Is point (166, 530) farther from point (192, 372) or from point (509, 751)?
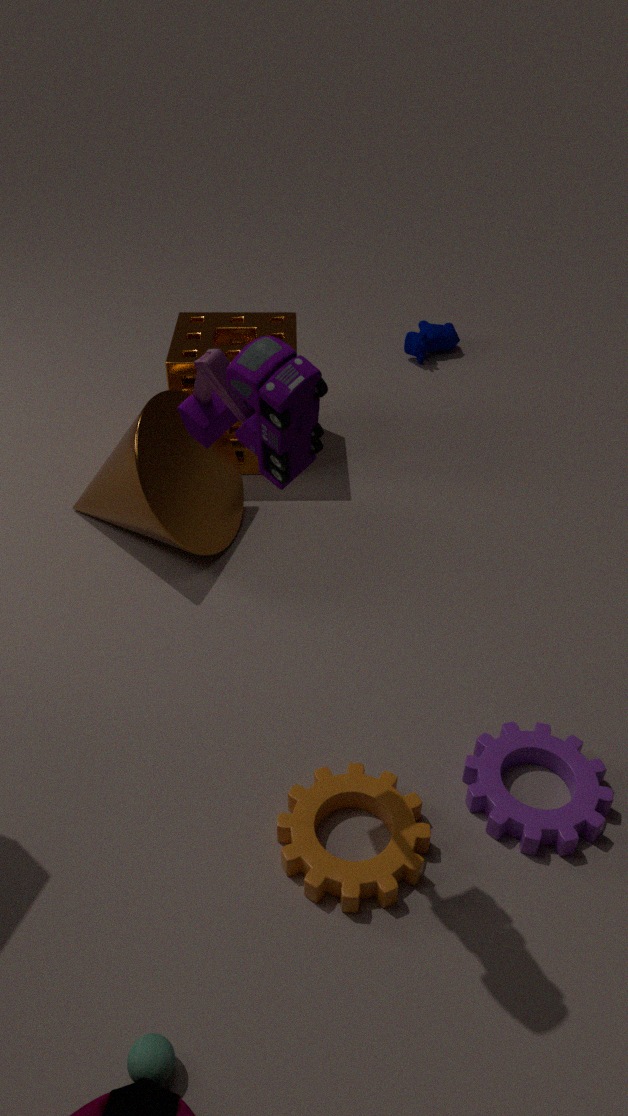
point (509, 751)
